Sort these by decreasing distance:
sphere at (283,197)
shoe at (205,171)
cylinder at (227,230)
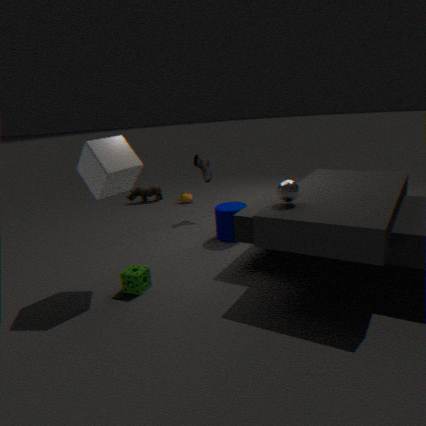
shoe at (205,171)
cylinder at (227,230)
sphere at (283,197)
